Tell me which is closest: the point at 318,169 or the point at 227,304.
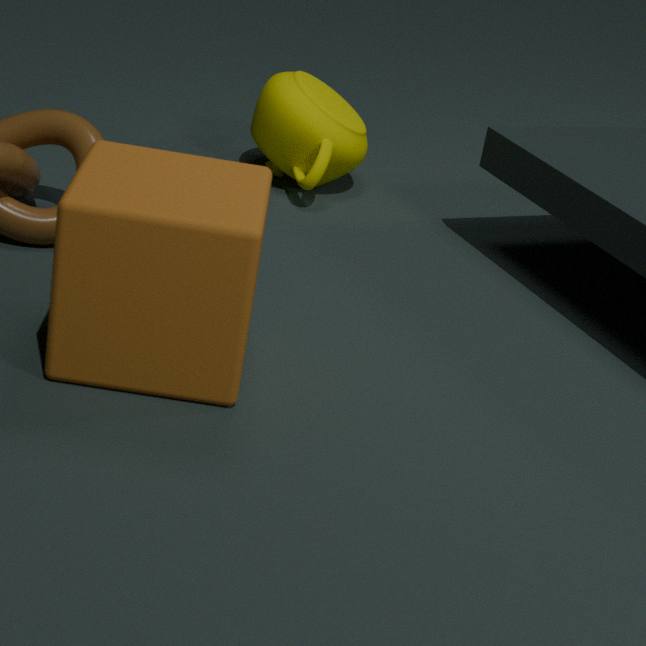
the point at 227,304
